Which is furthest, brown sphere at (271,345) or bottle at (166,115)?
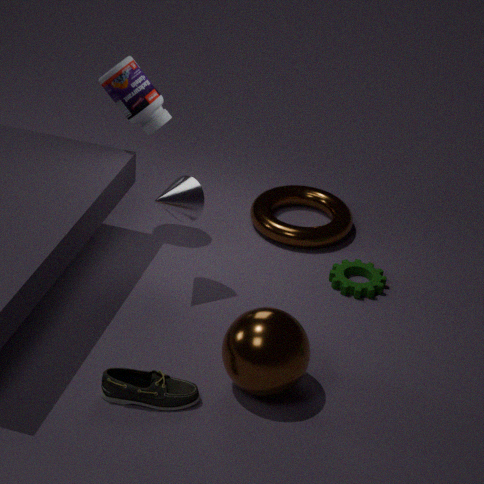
bottle at (166,115)
